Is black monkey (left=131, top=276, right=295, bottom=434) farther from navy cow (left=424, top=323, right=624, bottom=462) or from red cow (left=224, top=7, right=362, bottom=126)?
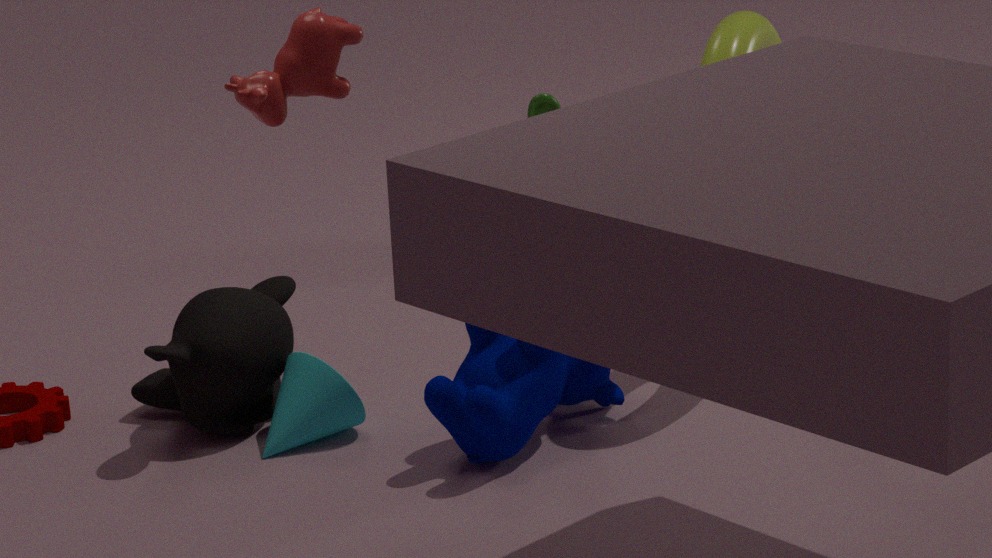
red cow (left=224, top=7, right=362, bottom=126)
